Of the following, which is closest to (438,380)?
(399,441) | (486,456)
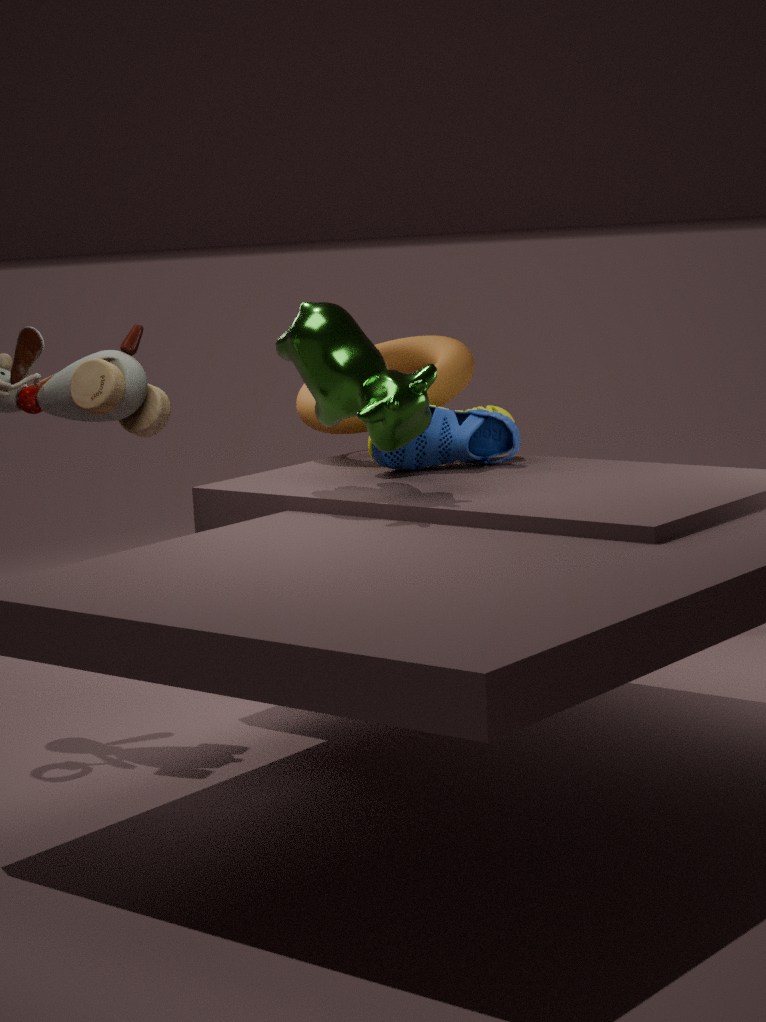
(486,456)
